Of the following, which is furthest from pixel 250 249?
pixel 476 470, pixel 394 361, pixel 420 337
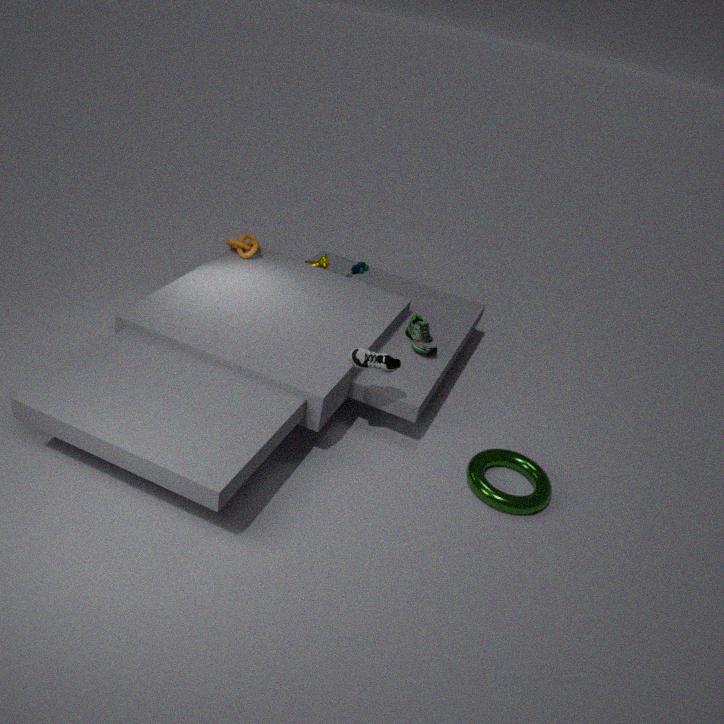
pixel 476 470
